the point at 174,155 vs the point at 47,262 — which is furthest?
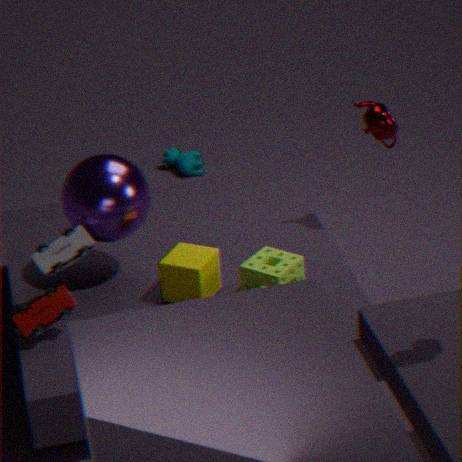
the point at 174,155
